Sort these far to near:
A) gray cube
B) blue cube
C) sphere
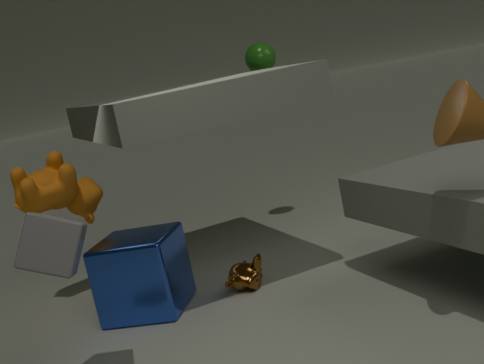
1. sphere
2. blue cube
3. gray cube
